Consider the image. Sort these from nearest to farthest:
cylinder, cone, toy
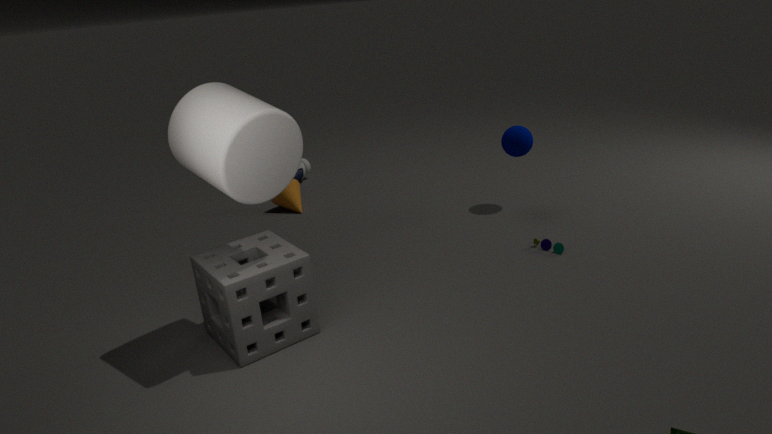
cylinder, toy, cone
